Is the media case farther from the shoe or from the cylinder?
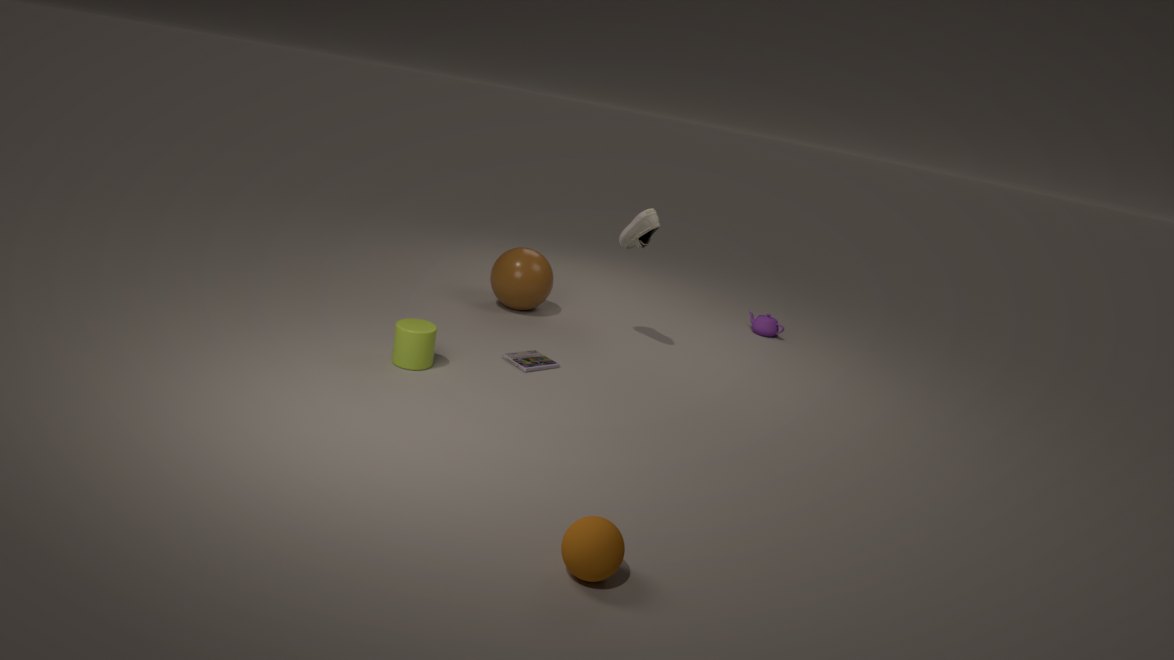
the shoe
